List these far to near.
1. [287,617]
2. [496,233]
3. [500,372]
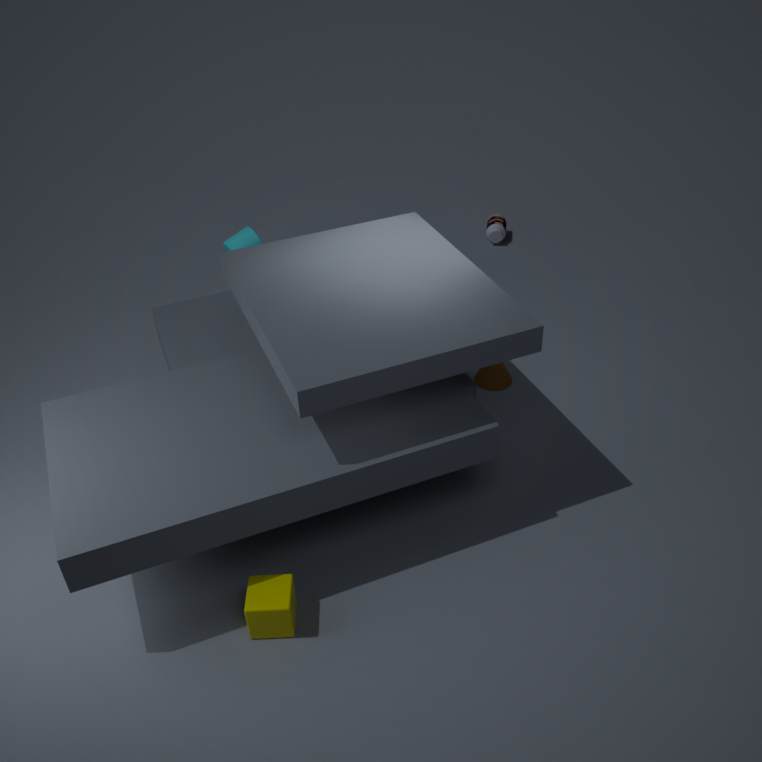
[496,233] → [500,372] → [287,617]
